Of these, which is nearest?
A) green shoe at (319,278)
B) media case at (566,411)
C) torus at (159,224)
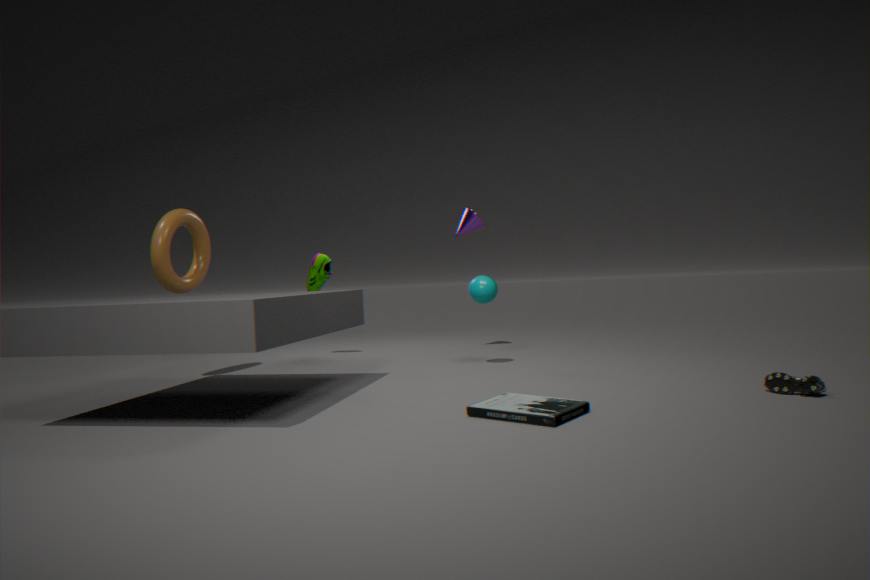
media case at (566,411)
